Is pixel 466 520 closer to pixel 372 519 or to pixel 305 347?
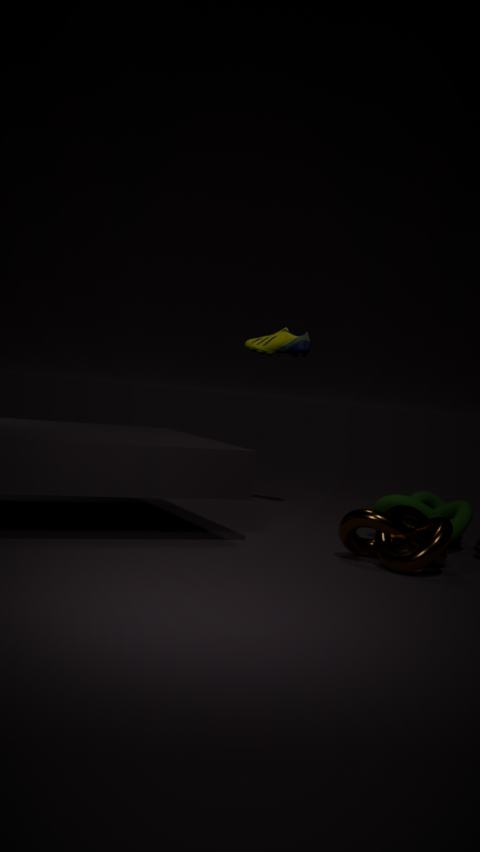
pixel 372 519
